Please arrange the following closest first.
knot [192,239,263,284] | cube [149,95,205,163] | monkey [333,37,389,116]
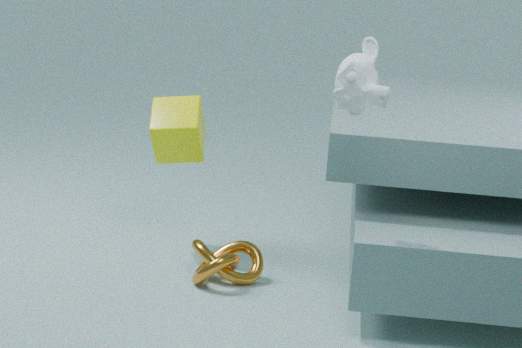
monkey [333,37,389,116]
knot [192,239,263,284]
cube [149,95,205,163]
